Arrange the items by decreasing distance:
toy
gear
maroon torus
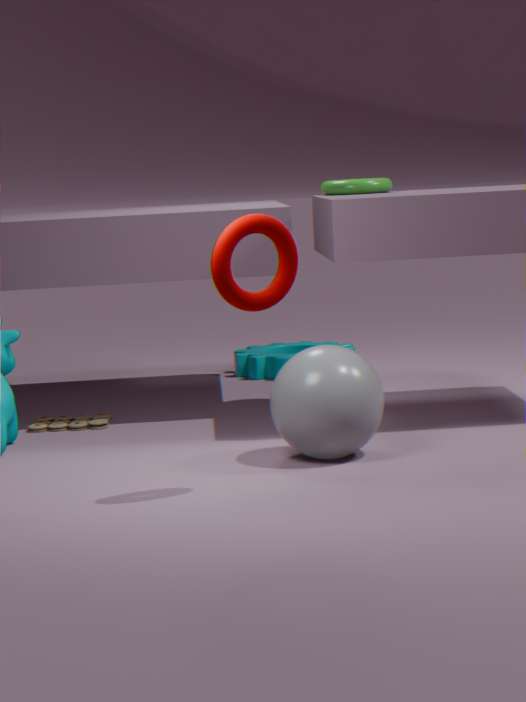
gear, toy, maroon torus
